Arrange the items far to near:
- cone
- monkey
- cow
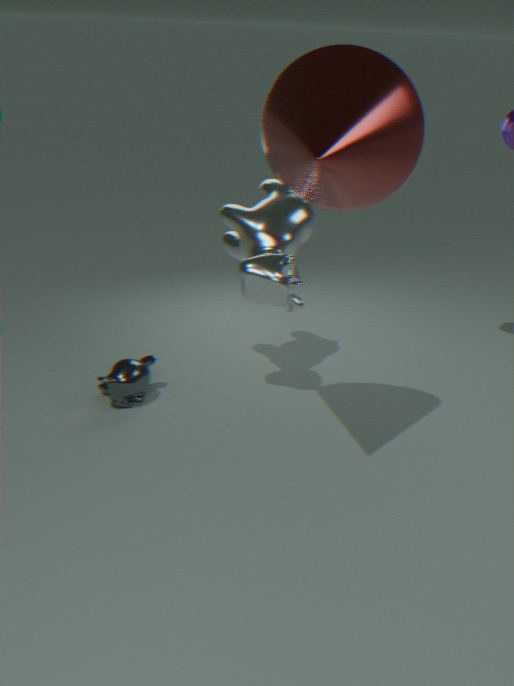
monkey
cow
cone
